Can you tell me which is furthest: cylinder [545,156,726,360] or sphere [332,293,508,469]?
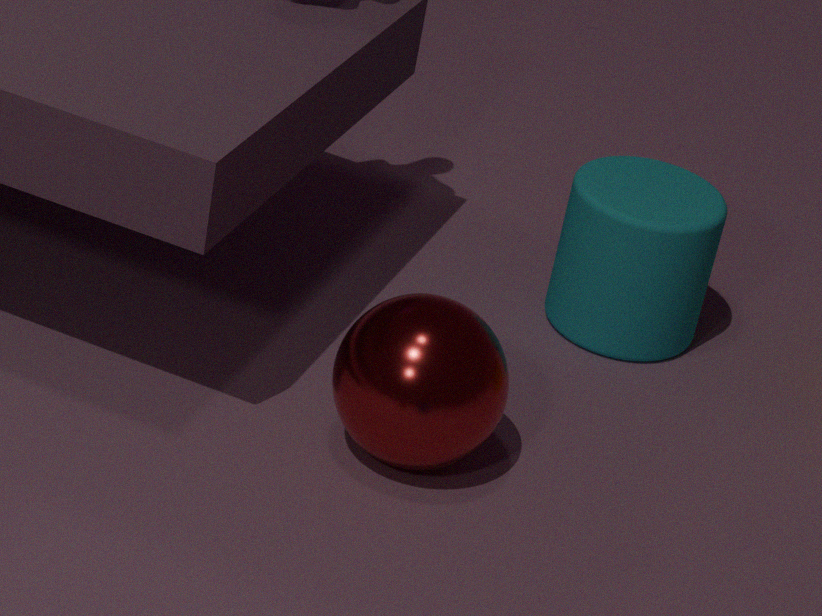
cylinder [545,156,726,360]
